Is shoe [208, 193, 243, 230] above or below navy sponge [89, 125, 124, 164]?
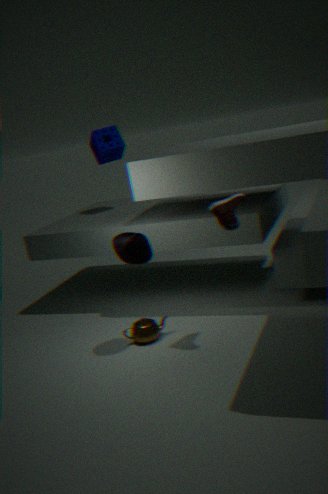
below
